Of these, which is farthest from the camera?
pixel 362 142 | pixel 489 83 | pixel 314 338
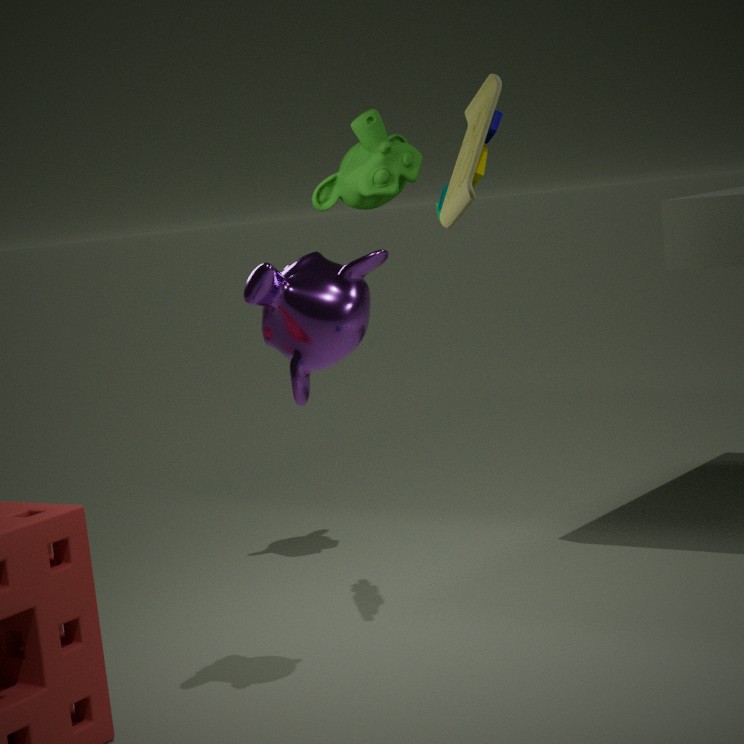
pixel 362 142
